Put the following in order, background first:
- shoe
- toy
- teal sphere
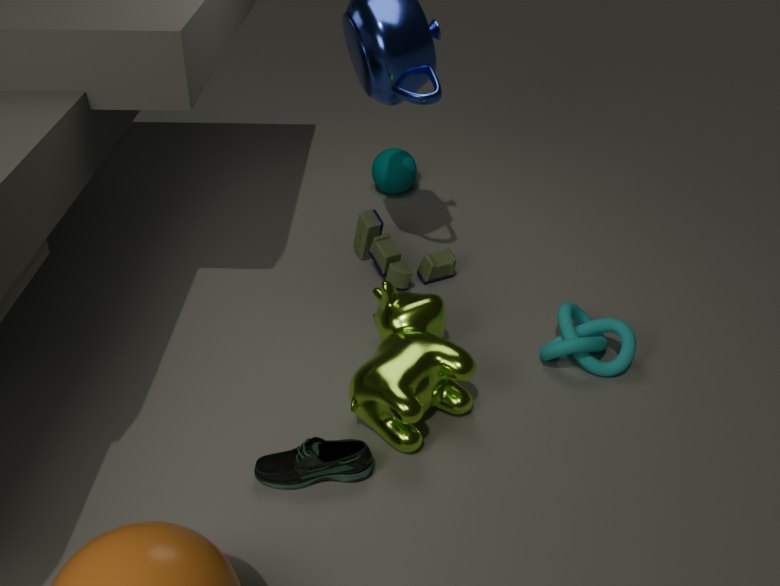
teal sphere → toy → shoe
